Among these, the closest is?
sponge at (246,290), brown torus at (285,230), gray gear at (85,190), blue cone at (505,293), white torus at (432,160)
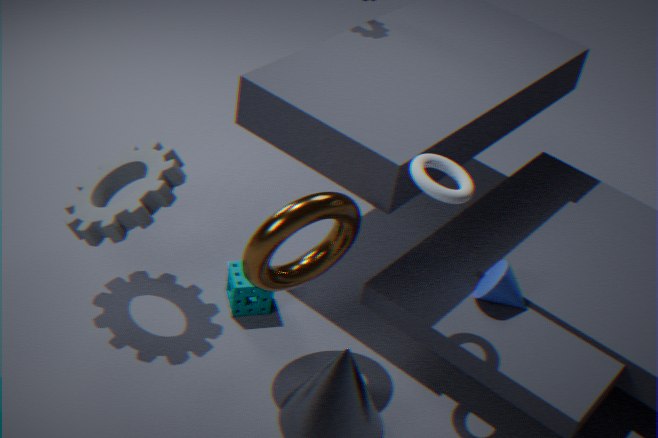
white torus at (432,160)
